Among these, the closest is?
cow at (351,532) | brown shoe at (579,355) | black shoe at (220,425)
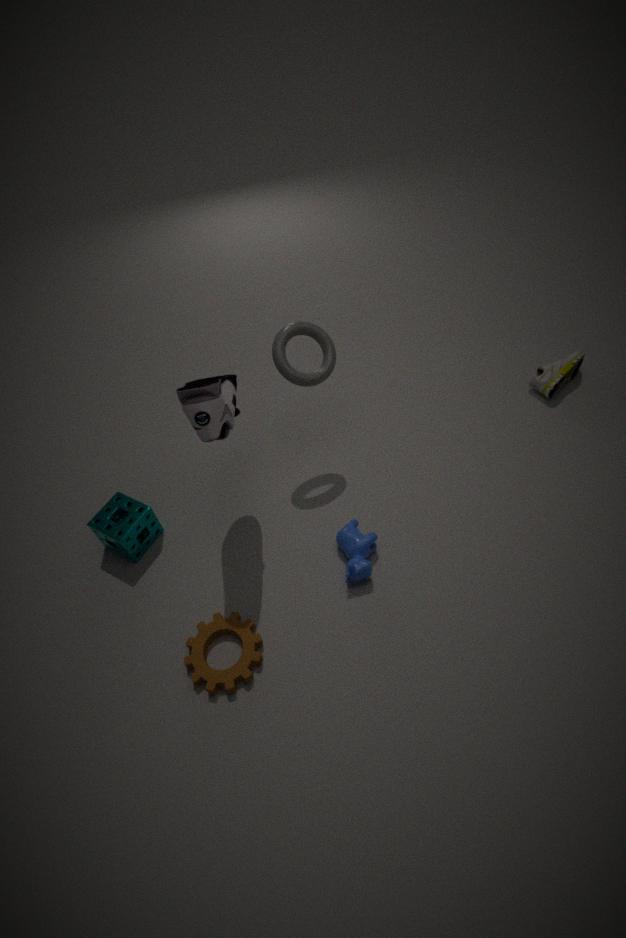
black shoe at (220,425)
